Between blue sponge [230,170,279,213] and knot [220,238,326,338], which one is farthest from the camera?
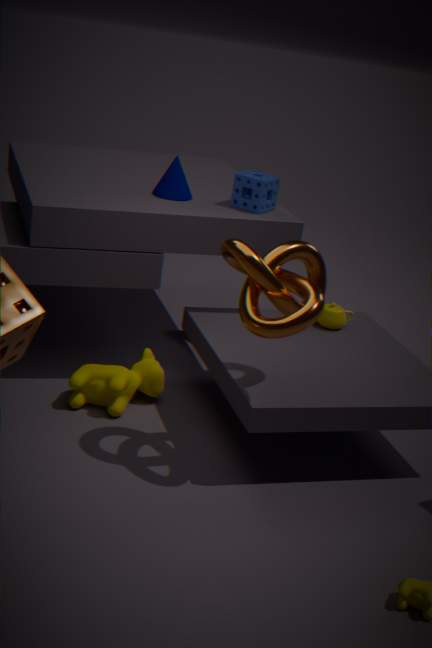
blue sponge [230,170,279,213]
